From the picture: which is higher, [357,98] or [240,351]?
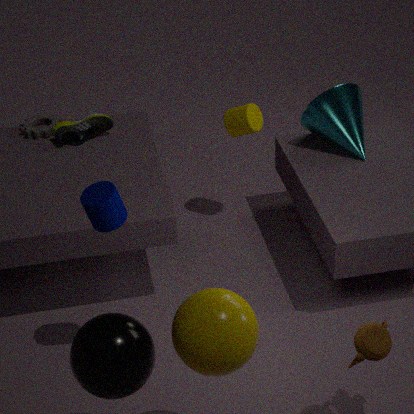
[240,351]
